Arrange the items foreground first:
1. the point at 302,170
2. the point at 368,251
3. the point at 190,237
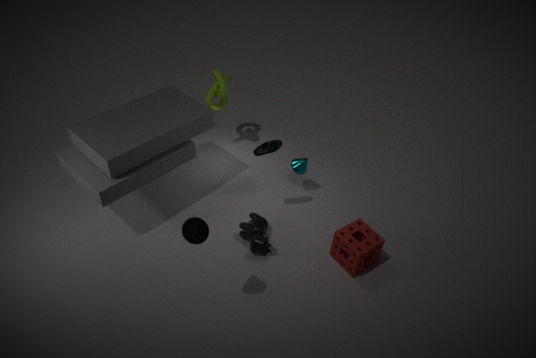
1. the point at 190,237
2. the point at 368,251
3. the point at 302,170
